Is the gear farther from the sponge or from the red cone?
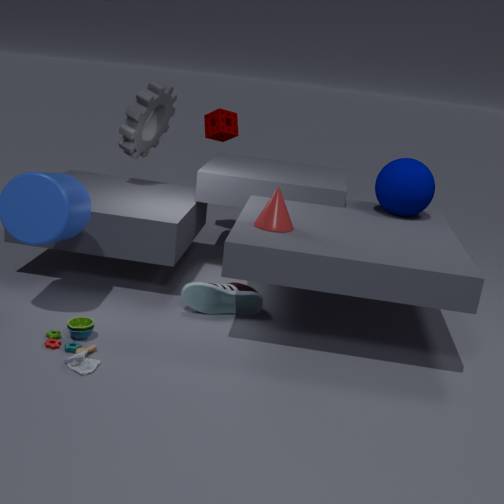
the red cone
